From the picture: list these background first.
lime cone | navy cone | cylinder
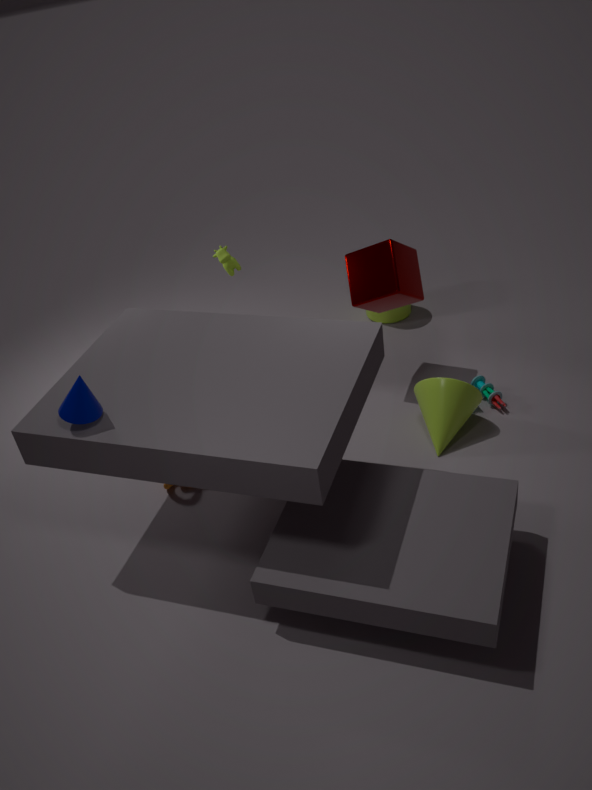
1. cylinder
2. lime cone
3. navy cone
